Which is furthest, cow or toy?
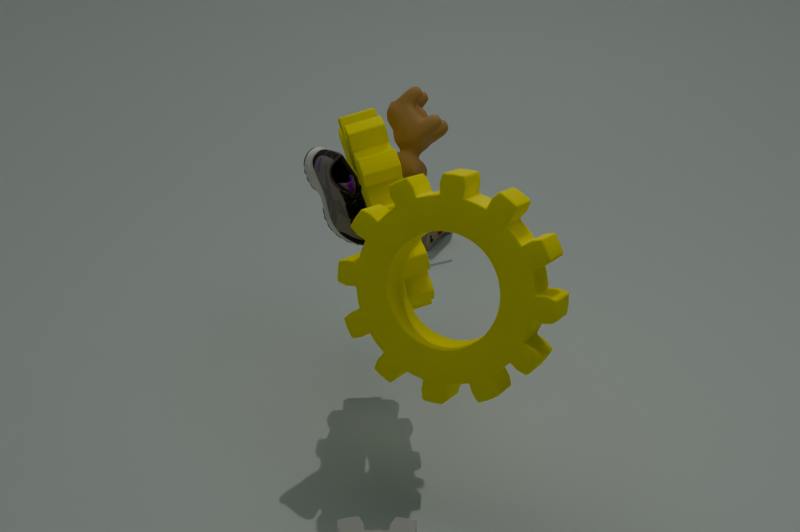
toy
